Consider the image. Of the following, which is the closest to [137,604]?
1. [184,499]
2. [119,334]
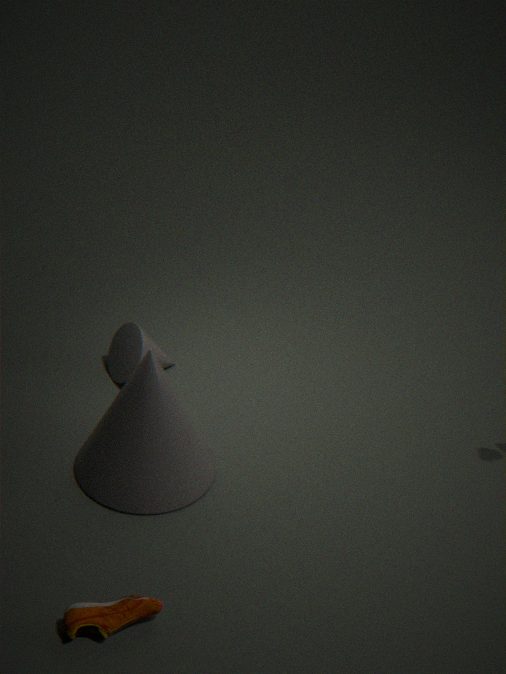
[184,499]
